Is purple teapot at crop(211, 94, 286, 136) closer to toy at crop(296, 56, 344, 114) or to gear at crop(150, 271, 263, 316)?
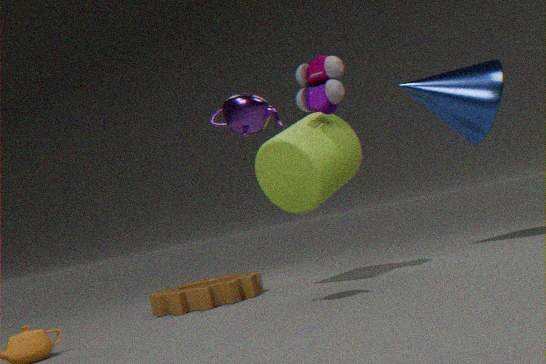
toy at crop(296, 56, 344, 114)
